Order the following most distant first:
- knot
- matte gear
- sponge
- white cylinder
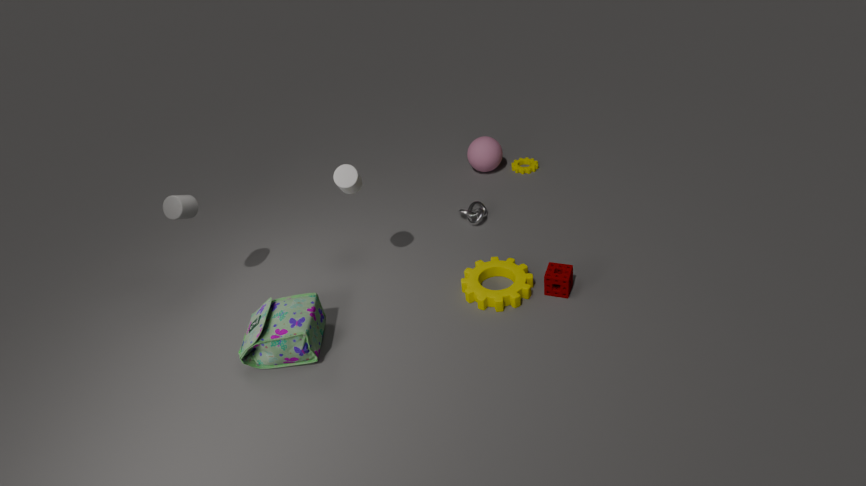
1. knot
2. matte gear
3. sponge
4. white cylinder
